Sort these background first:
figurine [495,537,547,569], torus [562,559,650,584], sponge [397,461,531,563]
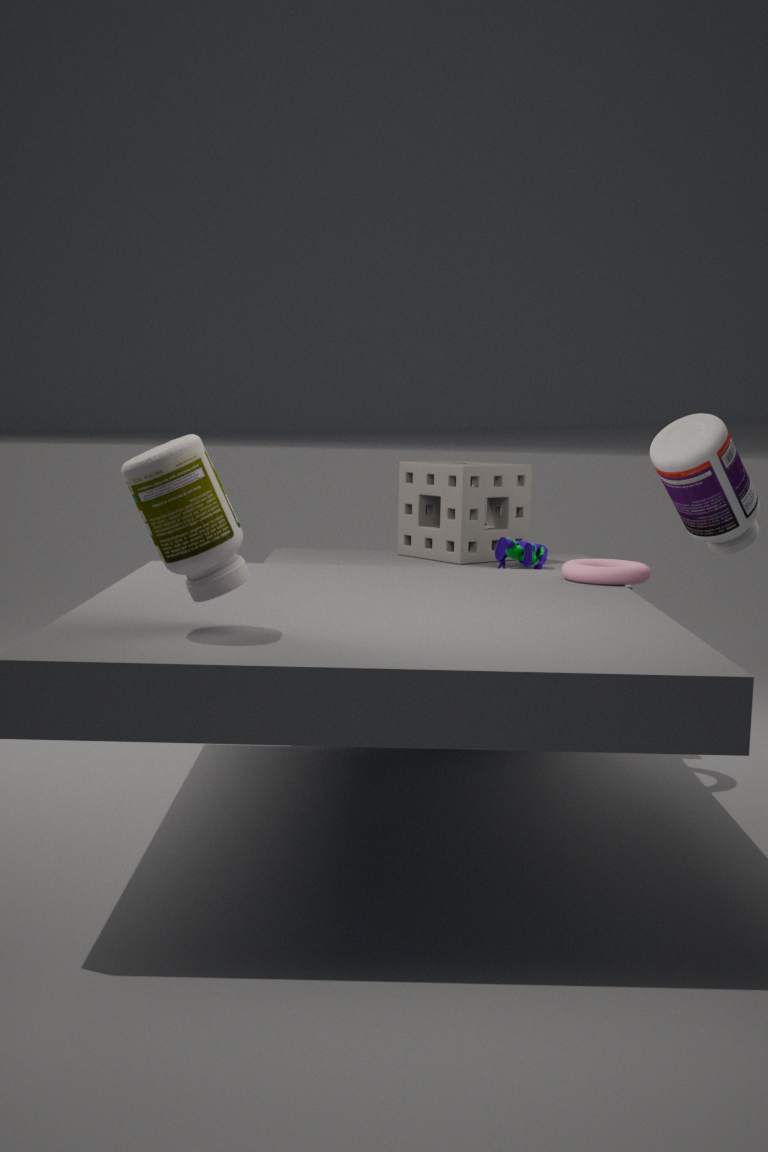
sponge [397,461,531,563] → figurine [495,537,547,569] → torus [562,559,650,584]
